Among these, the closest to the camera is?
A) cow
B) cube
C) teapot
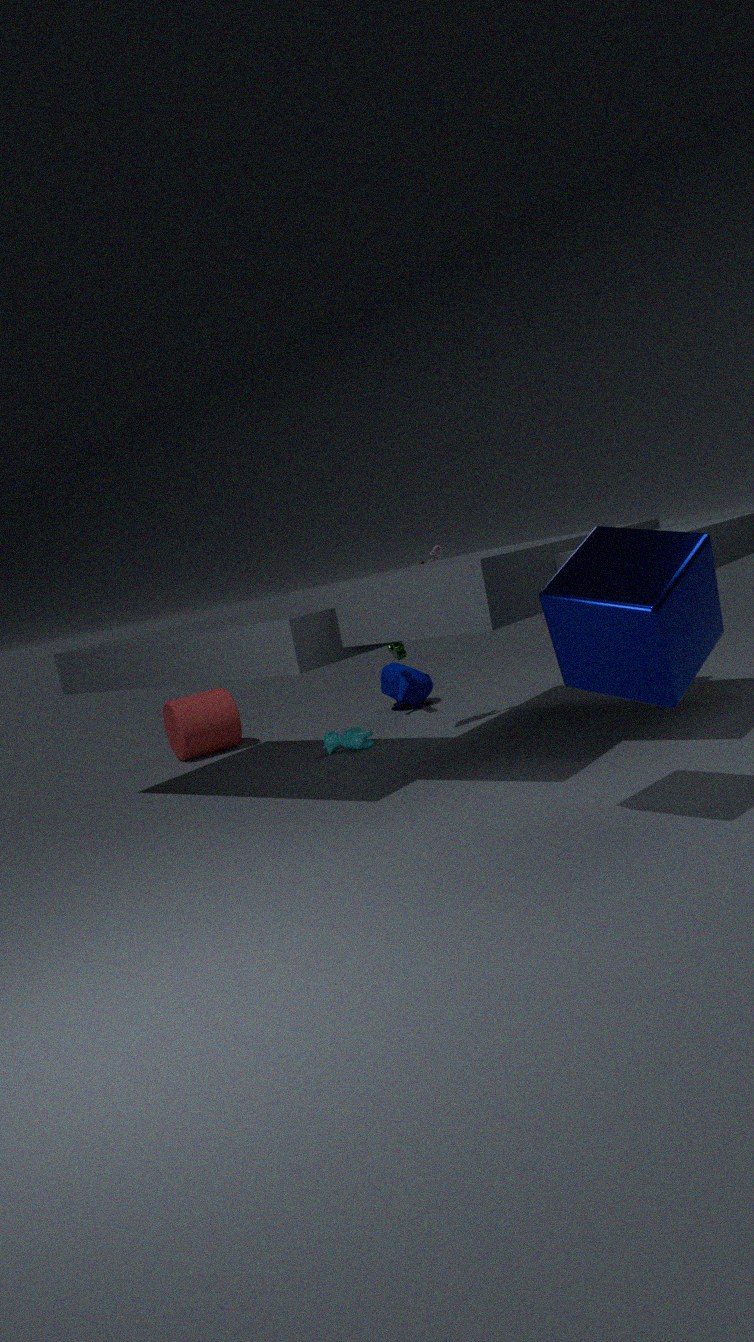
cube
